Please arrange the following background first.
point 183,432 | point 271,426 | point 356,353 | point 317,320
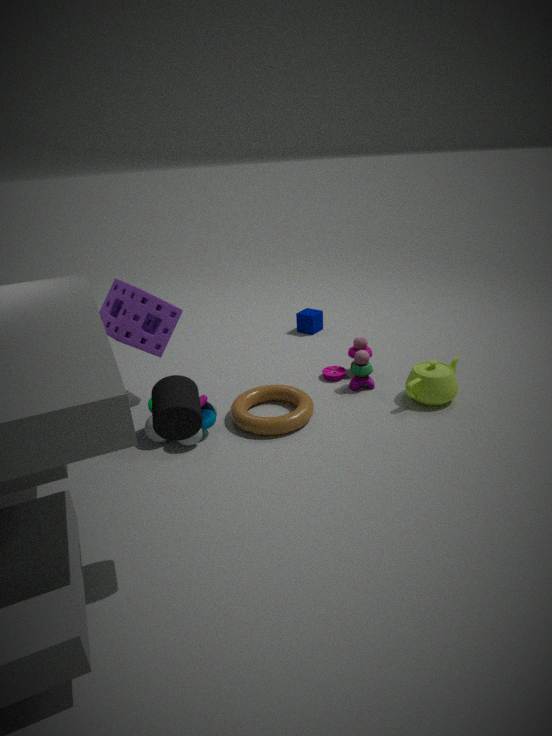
point 317,320, point 356,353, point 271,426, point 183,432
